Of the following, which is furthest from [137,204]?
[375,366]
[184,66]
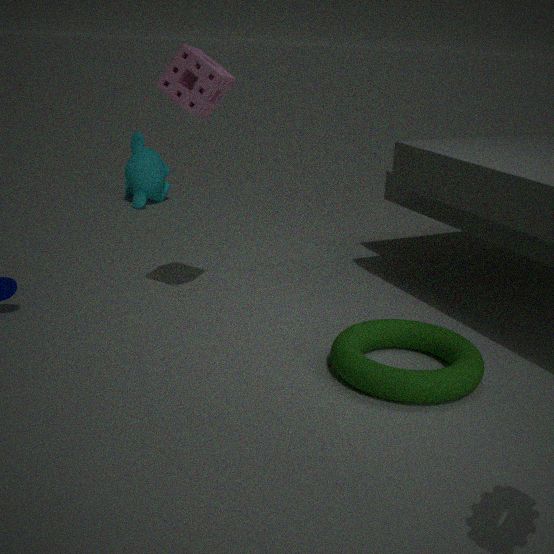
[375,366]
